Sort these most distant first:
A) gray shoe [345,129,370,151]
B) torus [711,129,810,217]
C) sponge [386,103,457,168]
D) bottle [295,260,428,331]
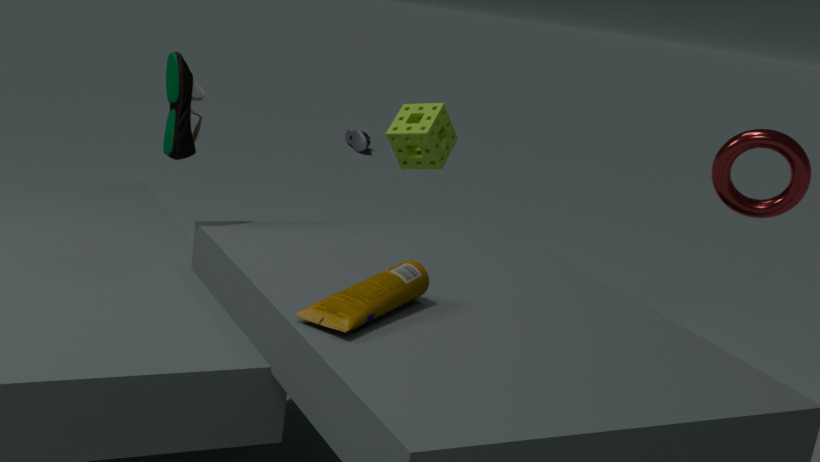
A. gray shoe [345,129,370,151]
C. sponge [386,103,457,168]
B. torus [711,129,810,217]
D. bottle [295,260,428,331]
